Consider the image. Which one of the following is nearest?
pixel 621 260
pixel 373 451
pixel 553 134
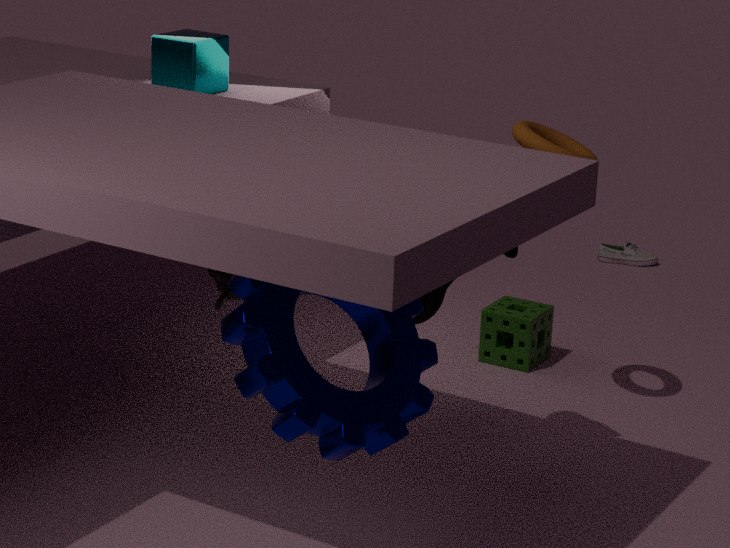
pixel 373 451
